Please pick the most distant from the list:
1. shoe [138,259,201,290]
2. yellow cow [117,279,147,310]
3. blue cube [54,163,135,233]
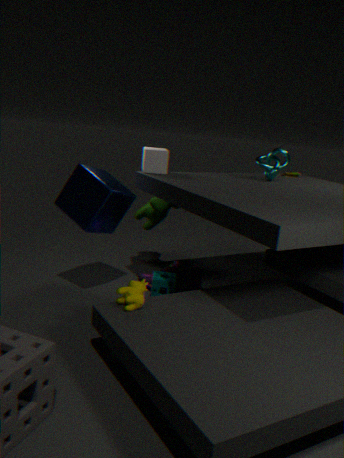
shoe [138,259,201,290]
